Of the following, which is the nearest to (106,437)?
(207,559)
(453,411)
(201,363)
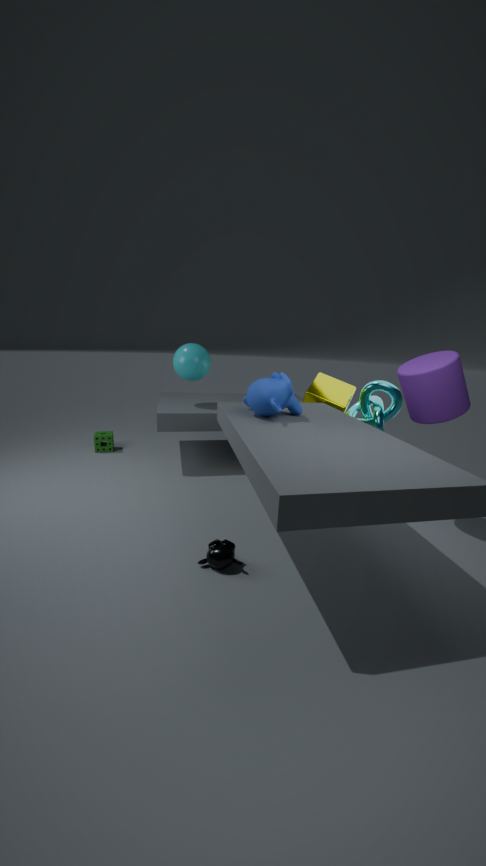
(201,363)
